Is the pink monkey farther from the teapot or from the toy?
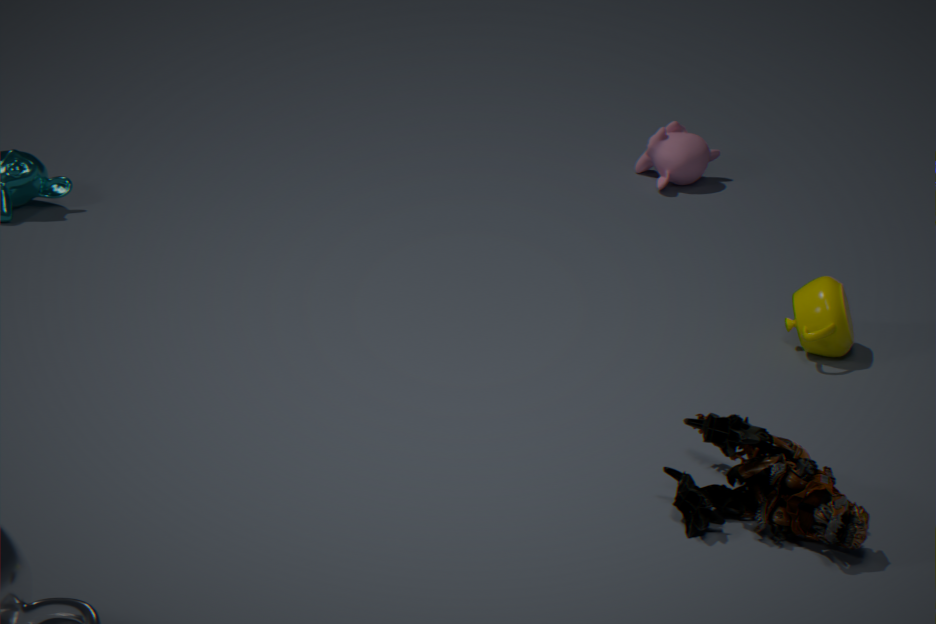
the toy
